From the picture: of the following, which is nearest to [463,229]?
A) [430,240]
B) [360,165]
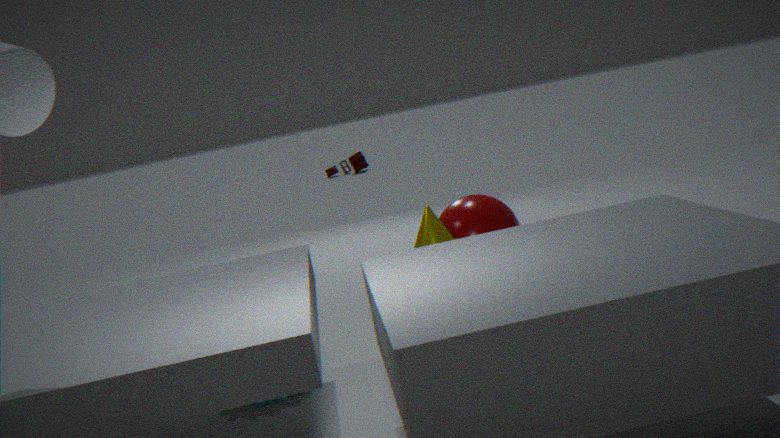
[430,240]
